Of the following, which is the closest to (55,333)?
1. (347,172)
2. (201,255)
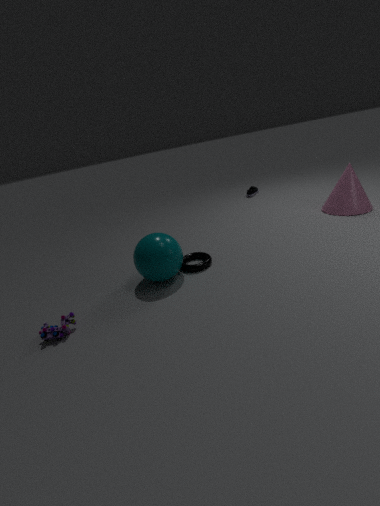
(201,255)
